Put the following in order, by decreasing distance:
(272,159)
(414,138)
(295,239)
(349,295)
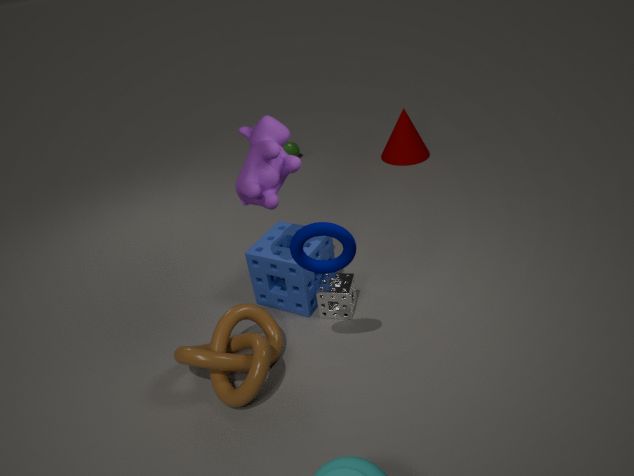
1. (414,138)
2. (349,295)
3. (272,159)
4. (295,239)
